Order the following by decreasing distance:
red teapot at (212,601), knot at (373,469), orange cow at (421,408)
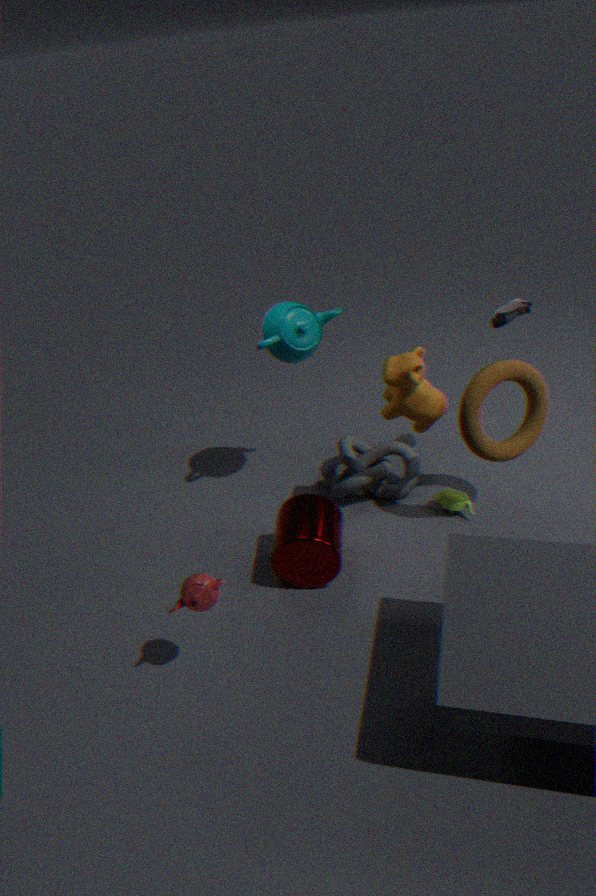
knot at (373,469) → orange cow at (421,408) → red teapot at (212,601)
